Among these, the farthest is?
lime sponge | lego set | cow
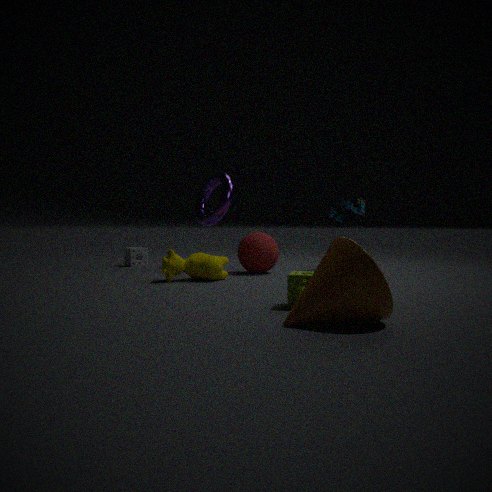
lego set
